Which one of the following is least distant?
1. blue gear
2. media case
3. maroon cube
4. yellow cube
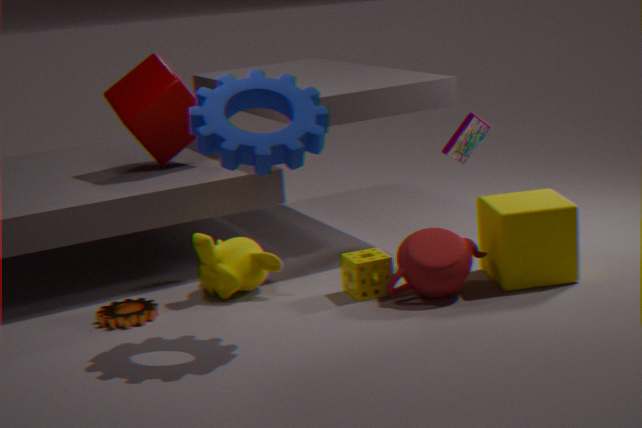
blue gear
